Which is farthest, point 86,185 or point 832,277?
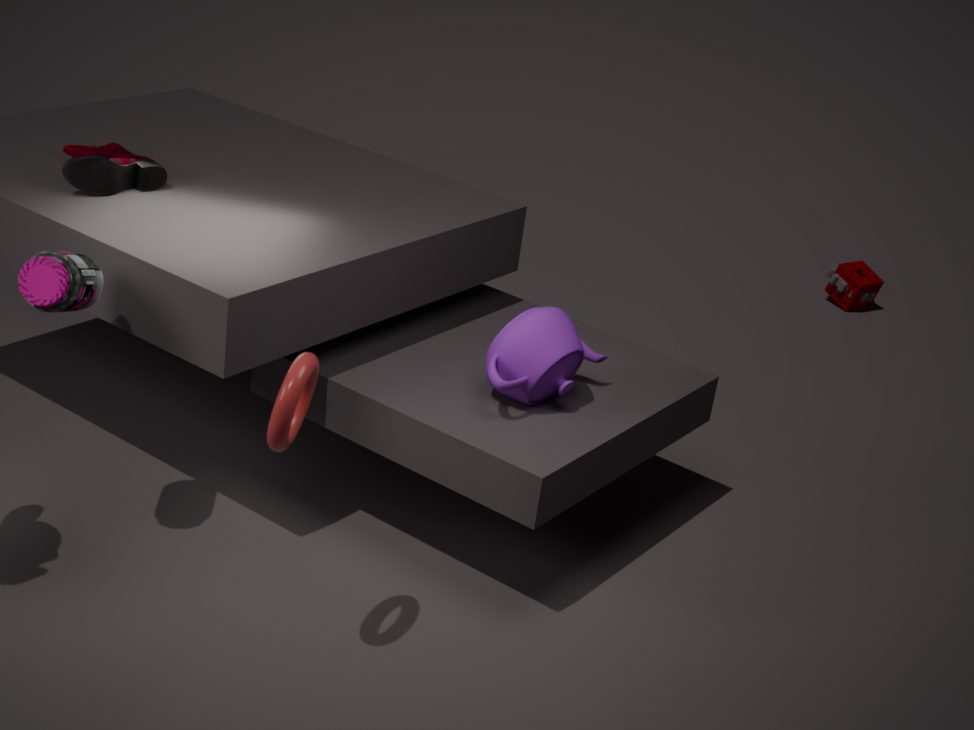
point 832,277
